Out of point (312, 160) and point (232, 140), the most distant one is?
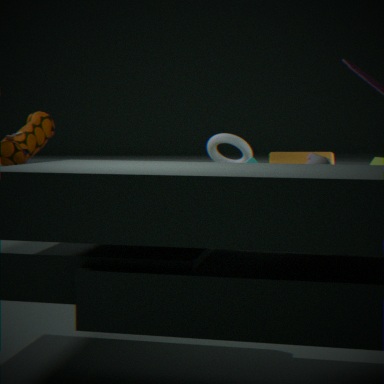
point (232, 140)
